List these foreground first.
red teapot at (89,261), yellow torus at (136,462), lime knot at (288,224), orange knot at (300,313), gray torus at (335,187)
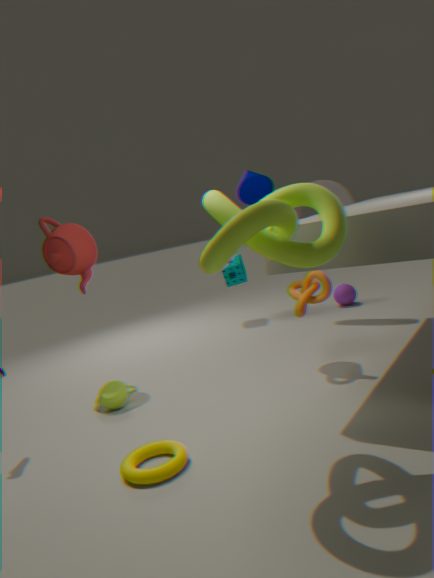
lime knot at (288,224) → yellow torus at (136,462) → orange knot at (300,313) → red teapot at (89,261) → gray torus at (335,187)
